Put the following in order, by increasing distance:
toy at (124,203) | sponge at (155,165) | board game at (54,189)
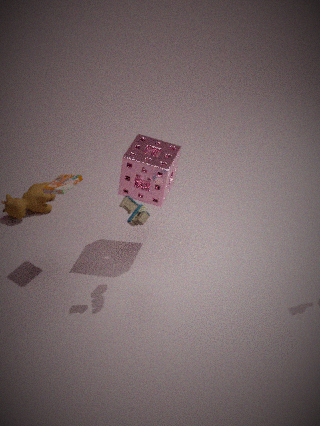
toy at (124,203)
sponge at (155,165)
board game at (54,189)
